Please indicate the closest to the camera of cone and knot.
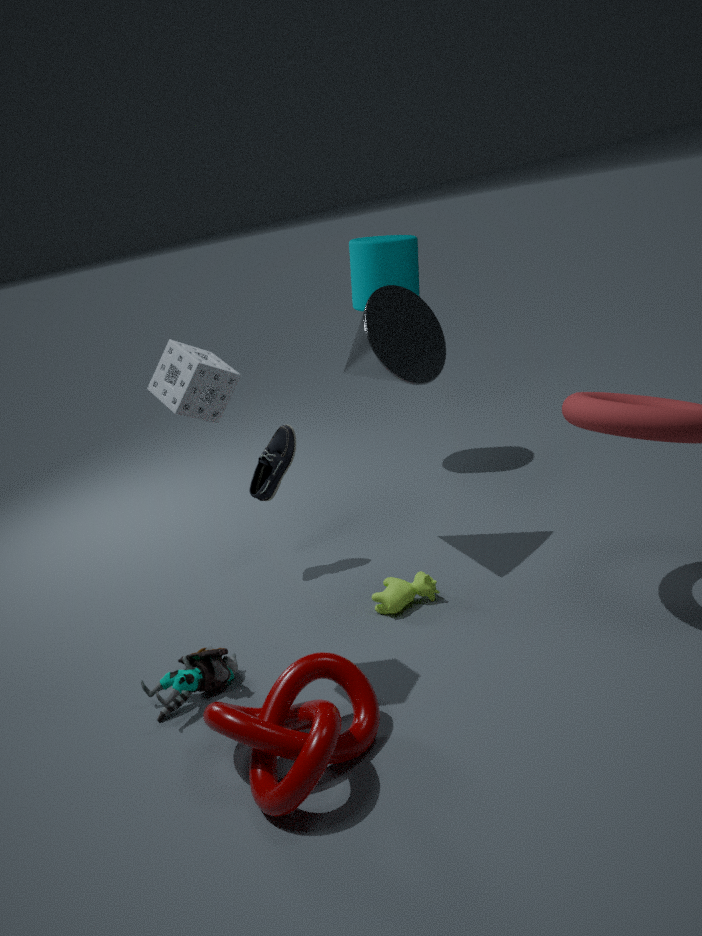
knot
